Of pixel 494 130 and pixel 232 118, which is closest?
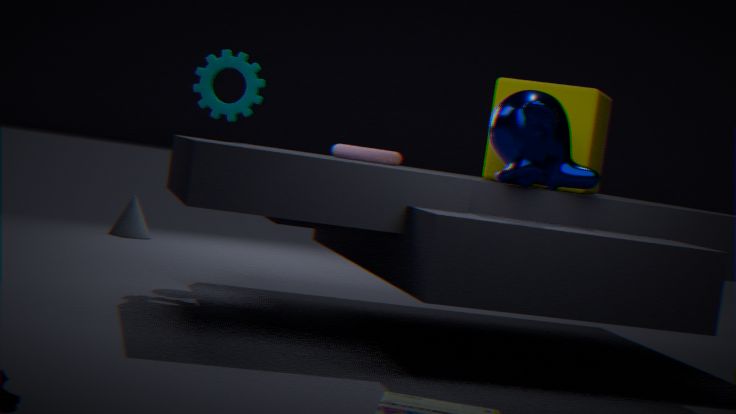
pixel 494 130
